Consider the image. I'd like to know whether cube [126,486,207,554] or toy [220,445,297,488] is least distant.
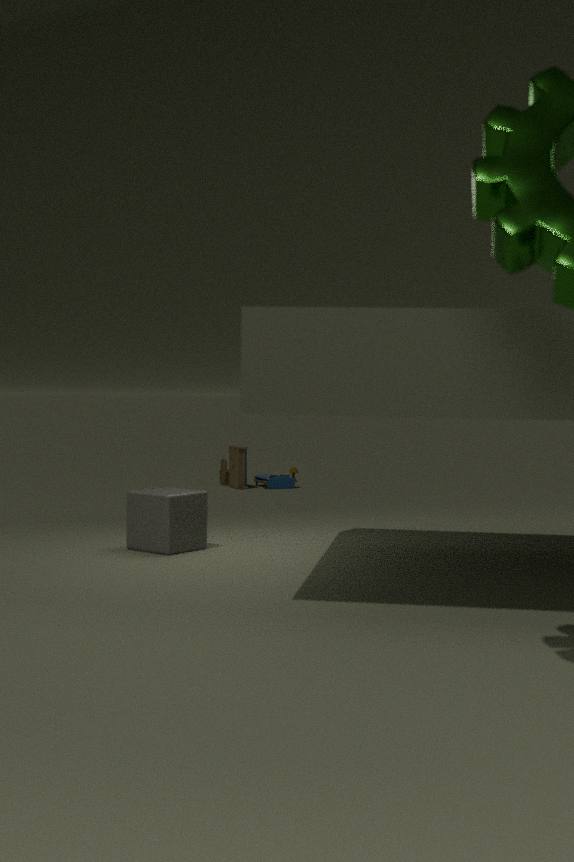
cube [126,486,207,554]
